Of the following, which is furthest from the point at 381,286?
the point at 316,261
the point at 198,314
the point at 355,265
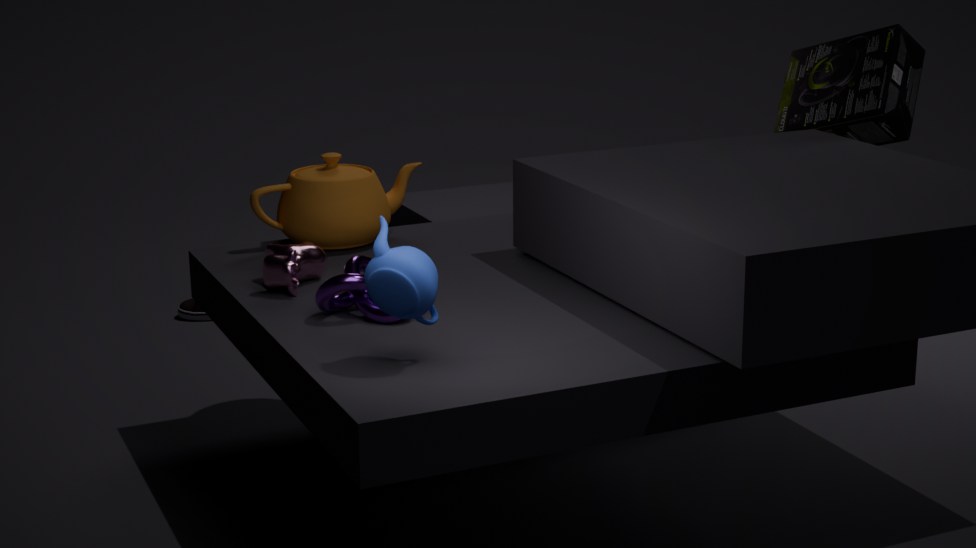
the point at 198,314
